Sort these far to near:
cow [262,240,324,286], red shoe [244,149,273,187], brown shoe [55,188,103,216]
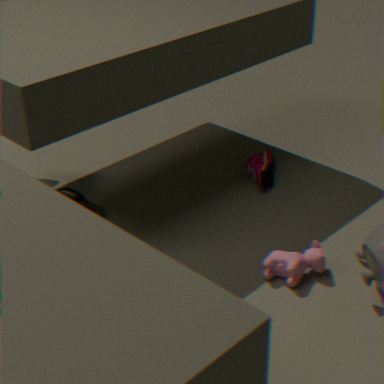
red shoe [244,149,273,187] → brown shoe [55,188,103,216] → cow [262,240,324,286]
